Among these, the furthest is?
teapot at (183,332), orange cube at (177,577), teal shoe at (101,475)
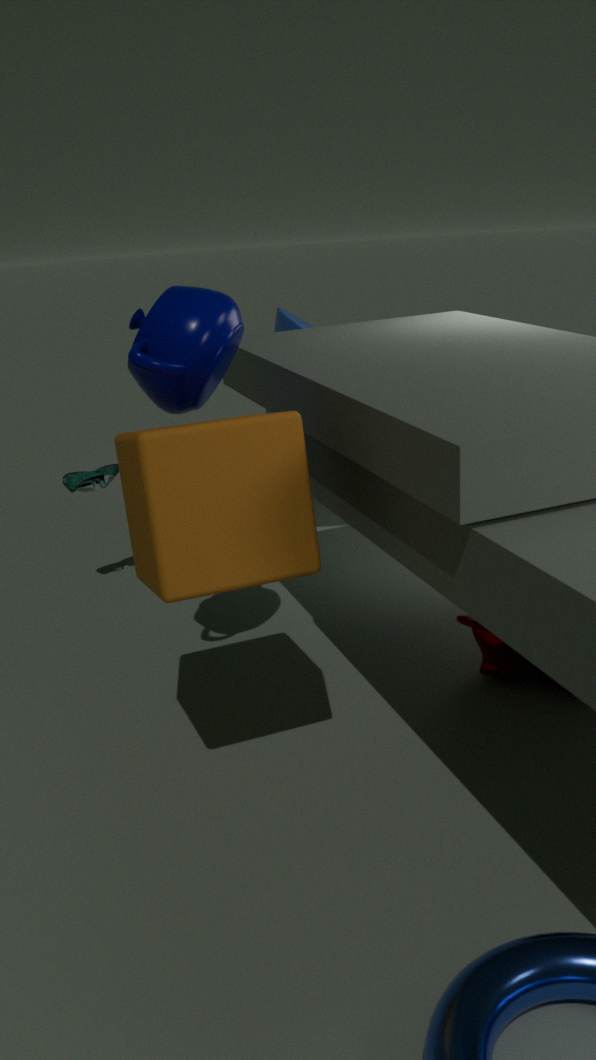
teal shoe at (101,475)
